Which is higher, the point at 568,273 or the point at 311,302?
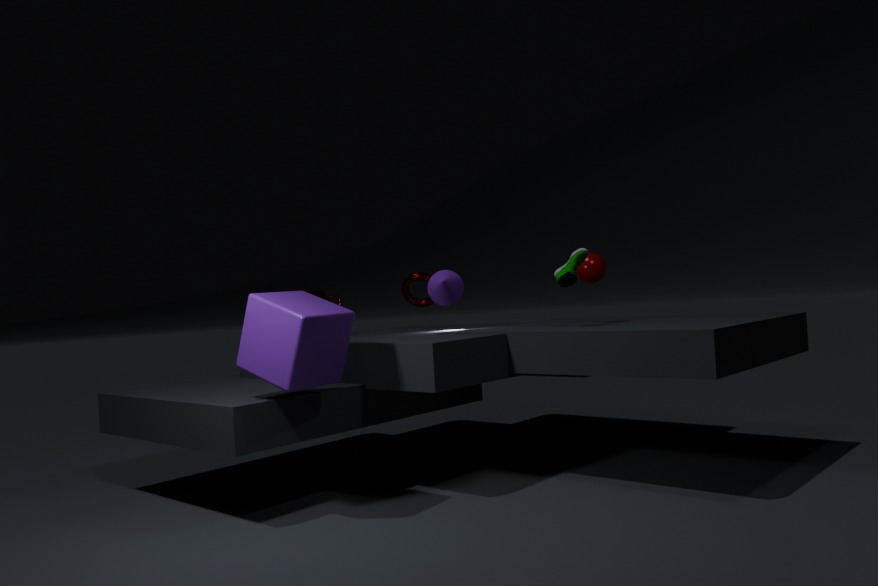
the point at 568,273
